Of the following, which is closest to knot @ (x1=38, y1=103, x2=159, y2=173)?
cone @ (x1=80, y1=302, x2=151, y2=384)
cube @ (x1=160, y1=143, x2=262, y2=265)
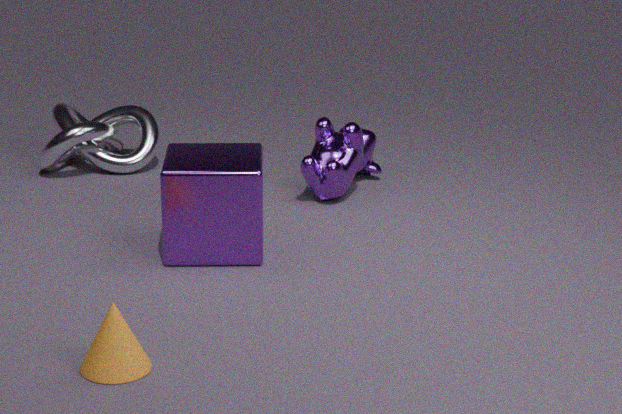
cube @ (x1=160, y1=143, x2=262, y2=265)
